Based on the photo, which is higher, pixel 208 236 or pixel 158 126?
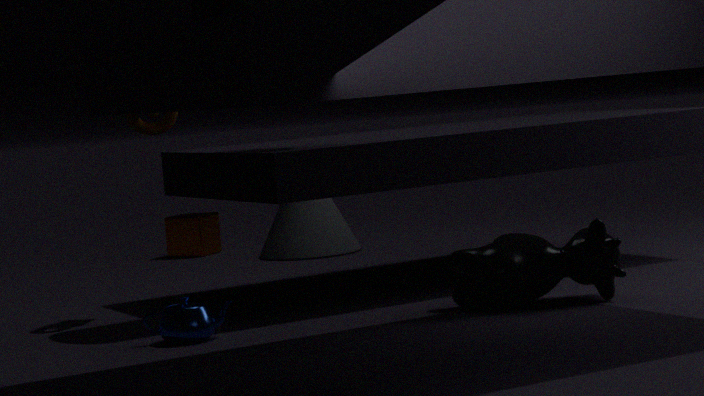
pixel 158 126
